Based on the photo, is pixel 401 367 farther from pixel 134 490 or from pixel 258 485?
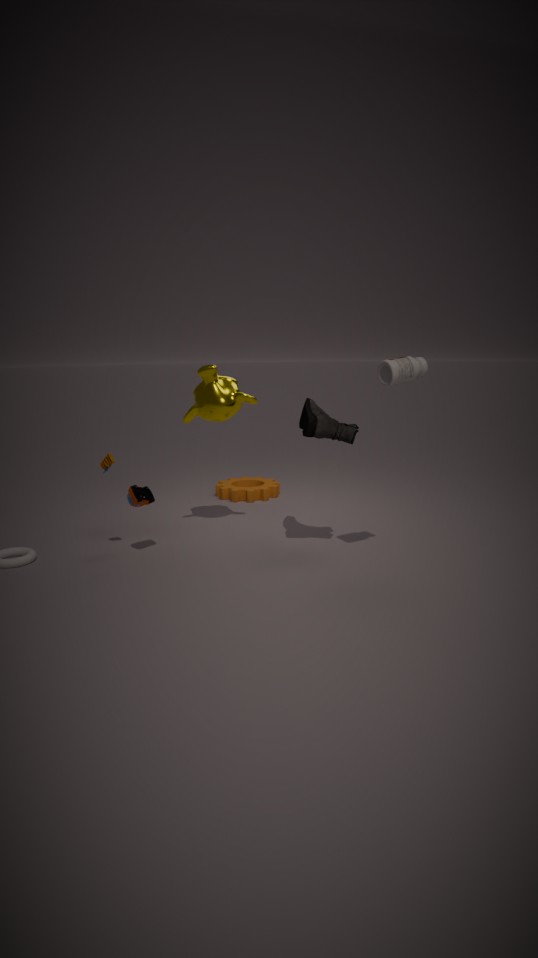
pixel 258 485
